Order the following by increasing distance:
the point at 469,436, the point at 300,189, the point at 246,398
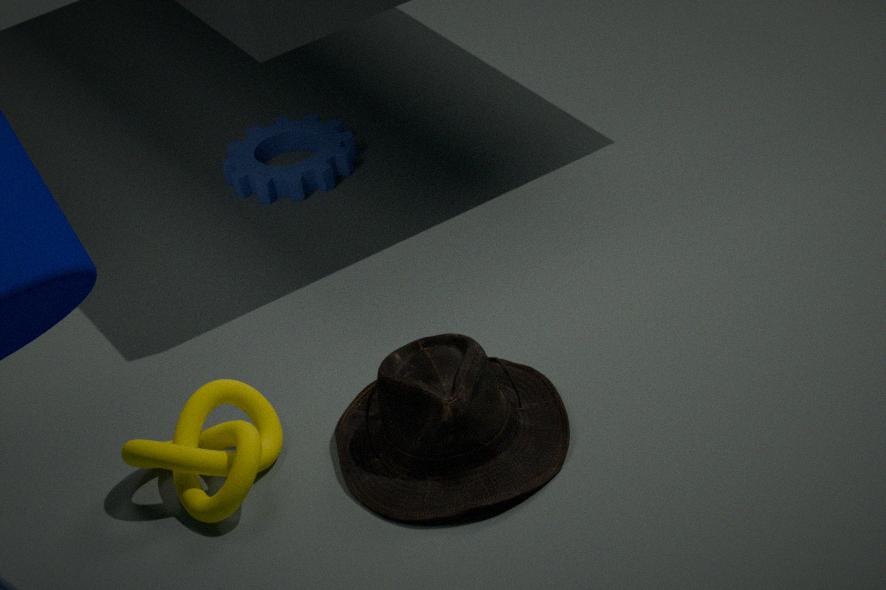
the point at 469,436 → the point at 246,398 → the point at 300,189
